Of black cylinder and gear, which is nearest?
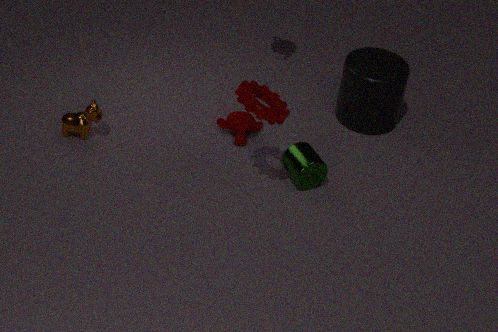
gear
